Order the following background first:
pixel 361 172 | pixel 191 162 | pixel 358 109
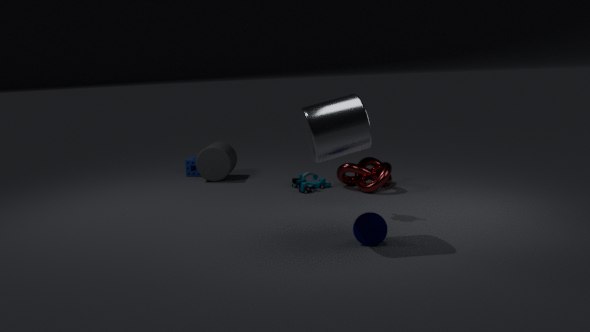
pixel 191 162, pixel 361 172, pixel 358 109
